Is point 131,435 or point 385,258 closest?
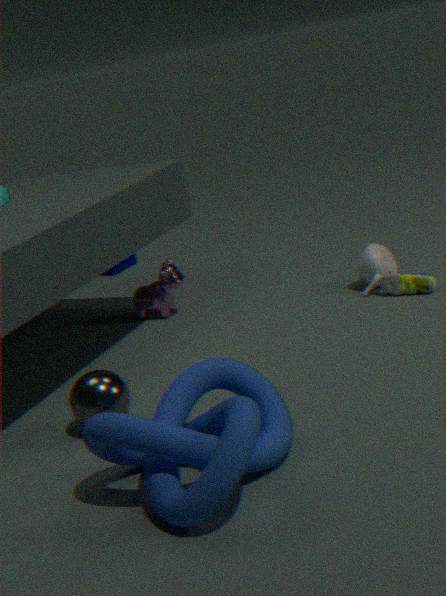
point 131,435
